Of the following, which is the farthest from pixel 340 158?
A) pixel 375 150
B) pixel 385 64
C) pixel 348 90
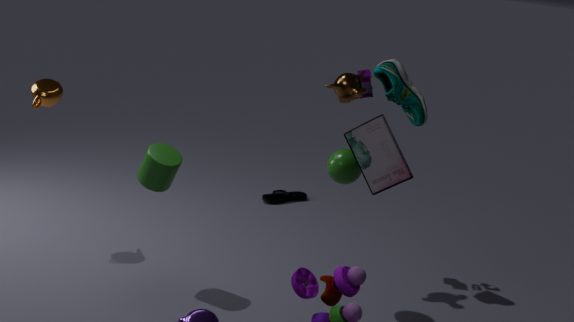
pixel 385 64
